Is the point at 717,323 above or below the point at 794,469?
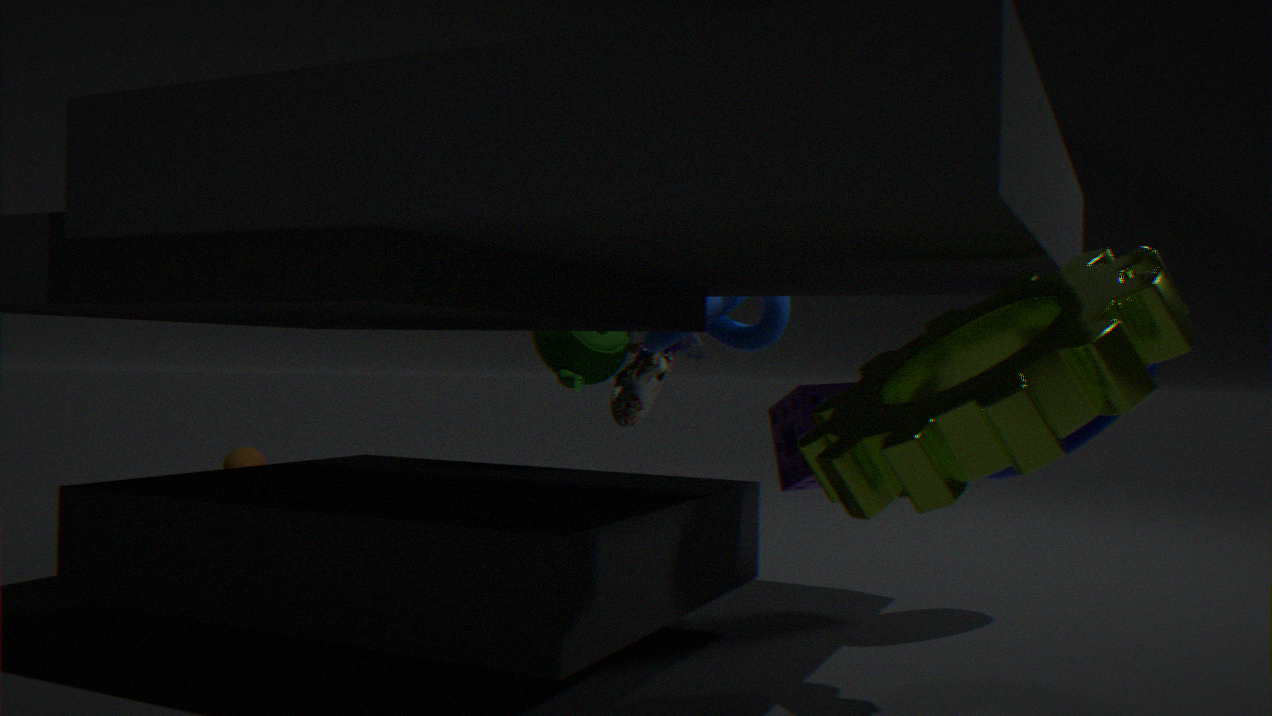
above
